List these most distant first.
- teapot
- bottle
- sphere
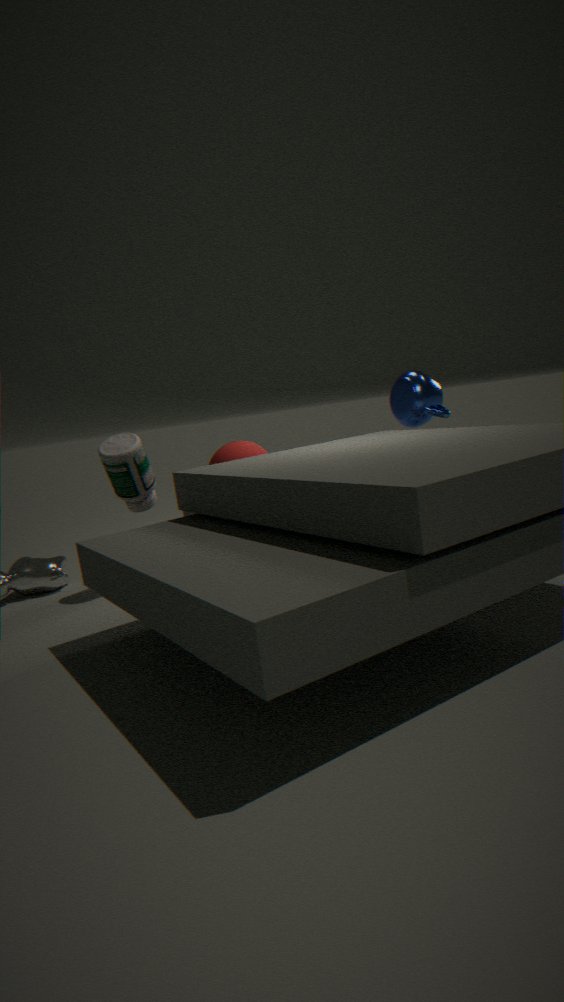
teapot < bottle < sphere
